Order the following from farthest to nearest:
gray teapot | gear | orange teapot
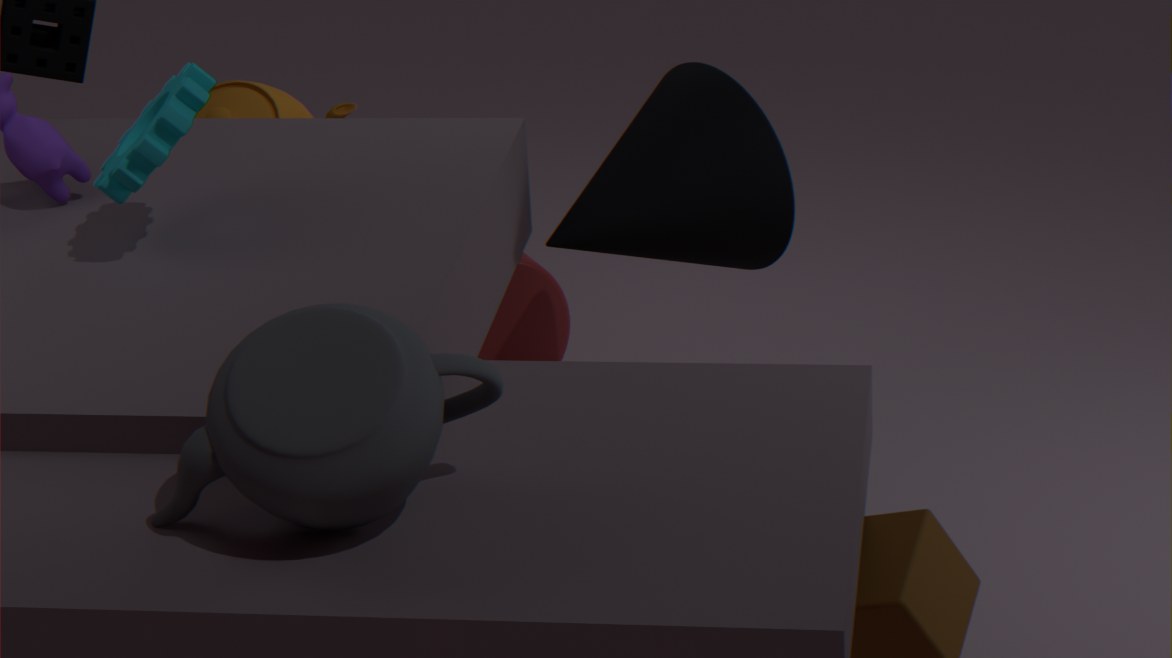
1. orange teapot
2. gear
3. gray teapot
